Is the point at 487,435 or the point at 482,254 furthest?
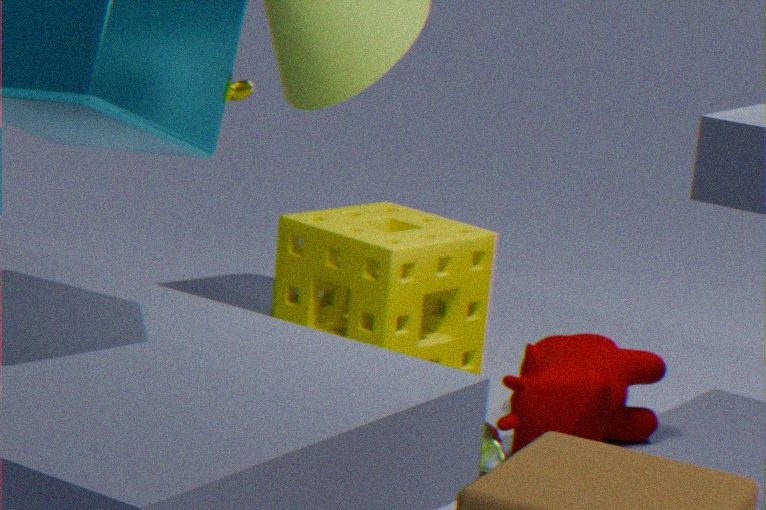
the point at 482,254
